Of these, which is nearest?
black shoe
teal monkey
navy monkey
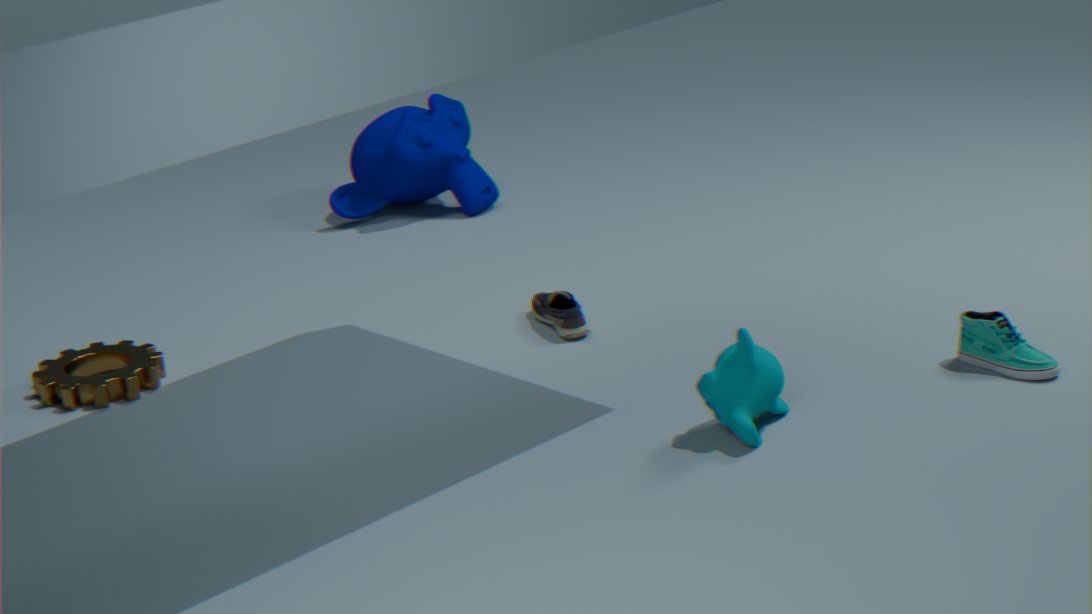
teal monkey
